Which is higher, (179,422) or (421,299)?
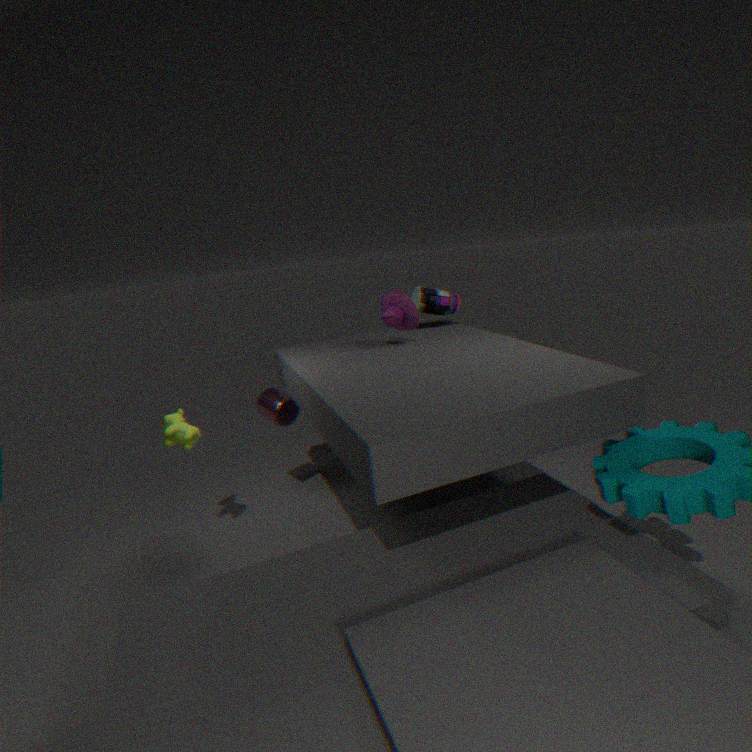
(421,299)
